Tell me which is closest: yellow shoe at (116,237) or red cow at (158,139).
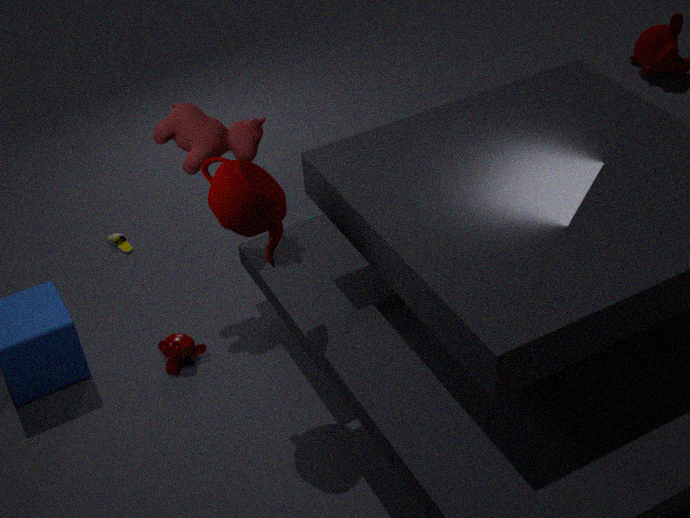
red cow at (158,139)
